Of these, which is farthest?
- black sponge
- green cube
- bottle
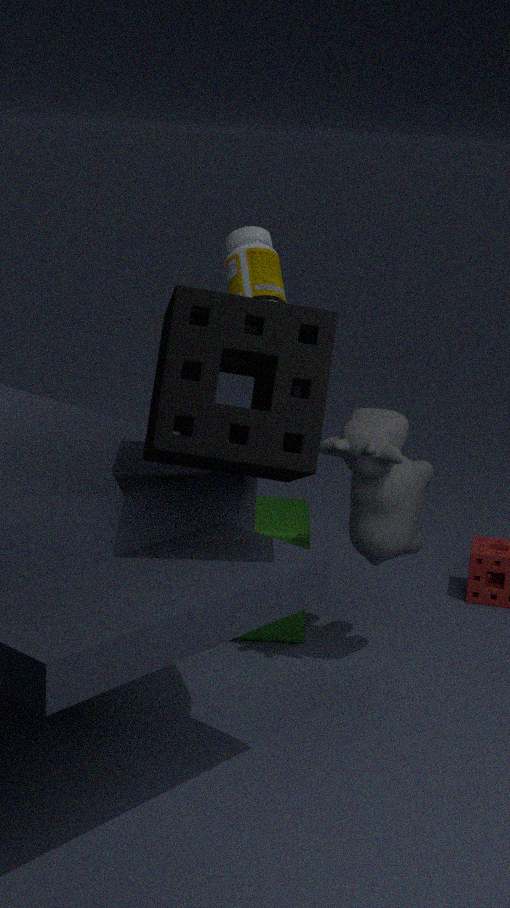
bottle
